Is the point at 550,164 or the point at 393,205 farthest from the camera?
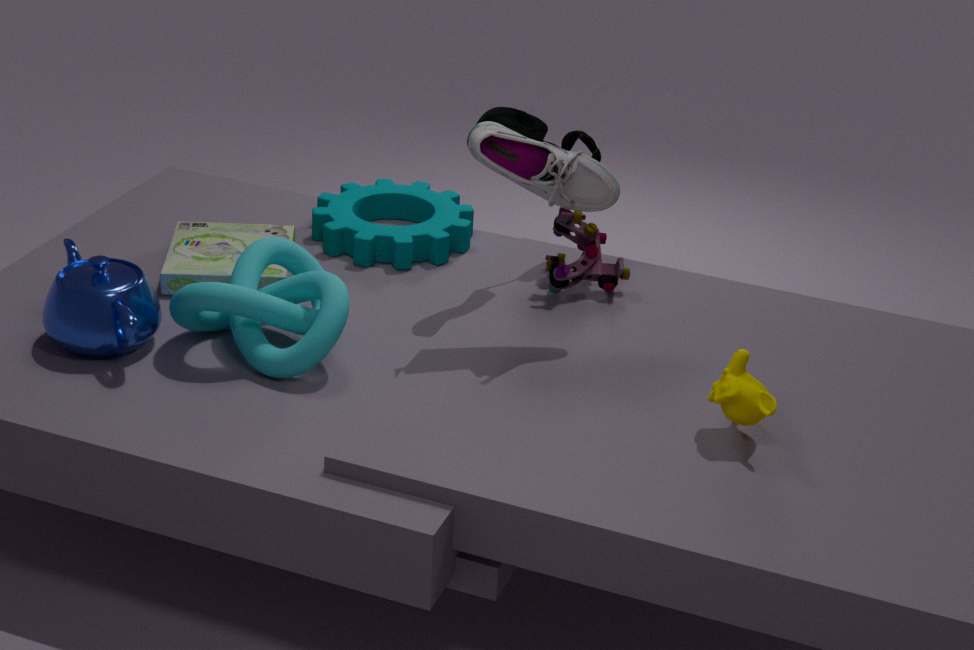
the point at 393,205
